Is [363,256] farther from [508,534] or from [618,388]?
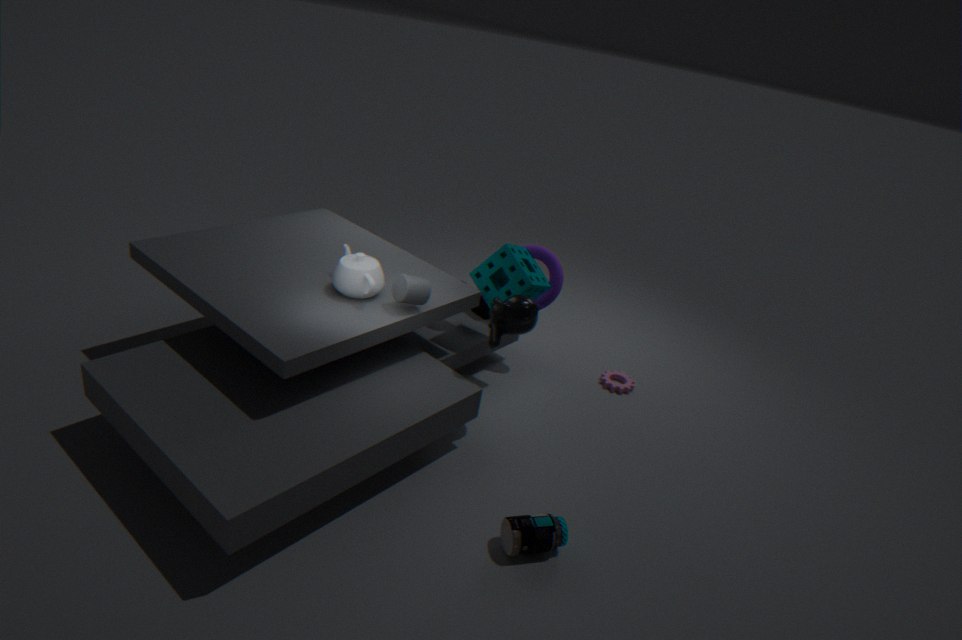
[618,388]
